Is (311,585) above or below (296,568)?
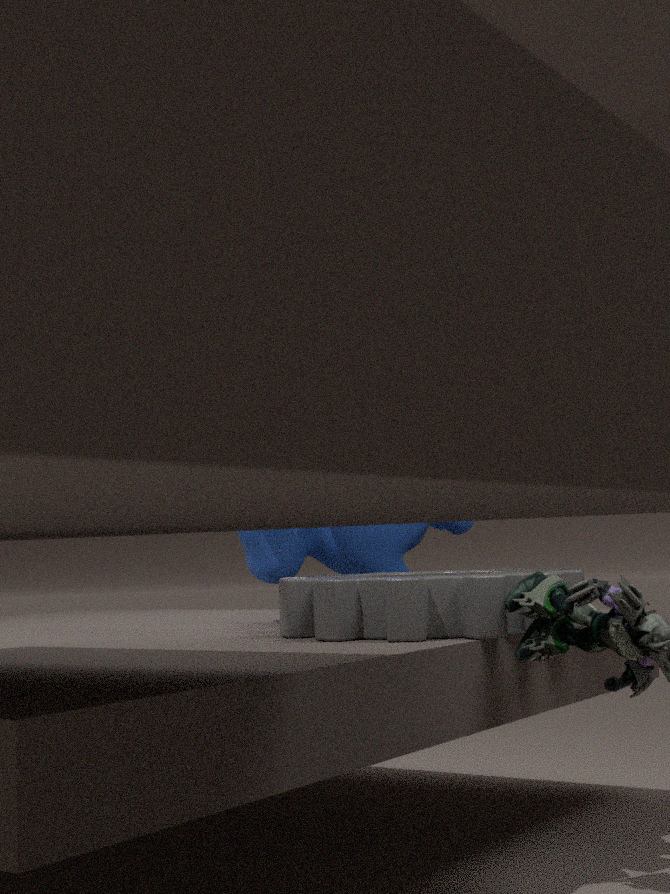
below
